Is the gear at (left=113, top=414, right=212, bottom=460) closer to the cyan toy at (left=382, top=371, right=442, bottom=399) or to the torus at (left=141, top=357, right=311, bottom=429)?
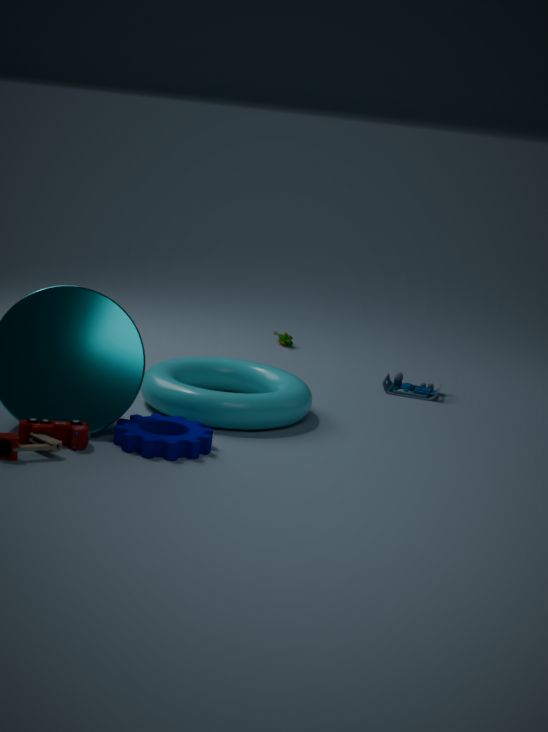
the torus at (left=141, top=357, right=311, bottom=429)
